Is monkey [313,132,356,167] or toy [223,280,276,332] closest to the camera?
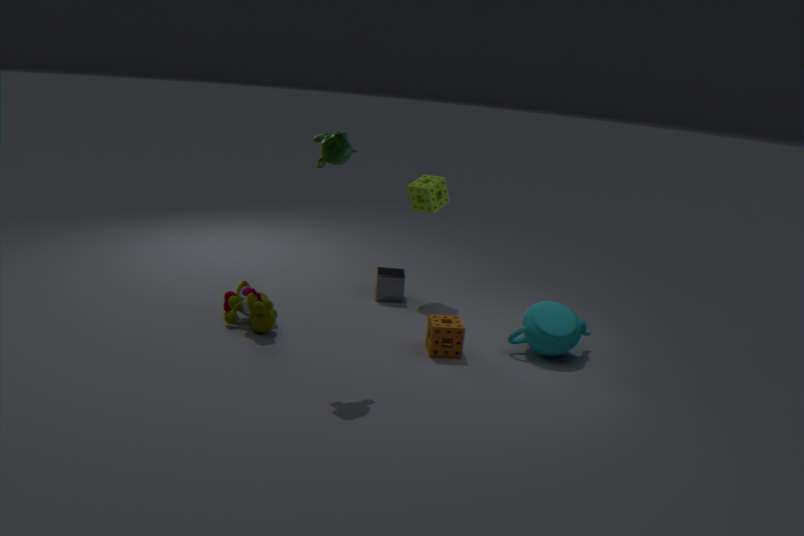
monkey [313,132,356,167]
